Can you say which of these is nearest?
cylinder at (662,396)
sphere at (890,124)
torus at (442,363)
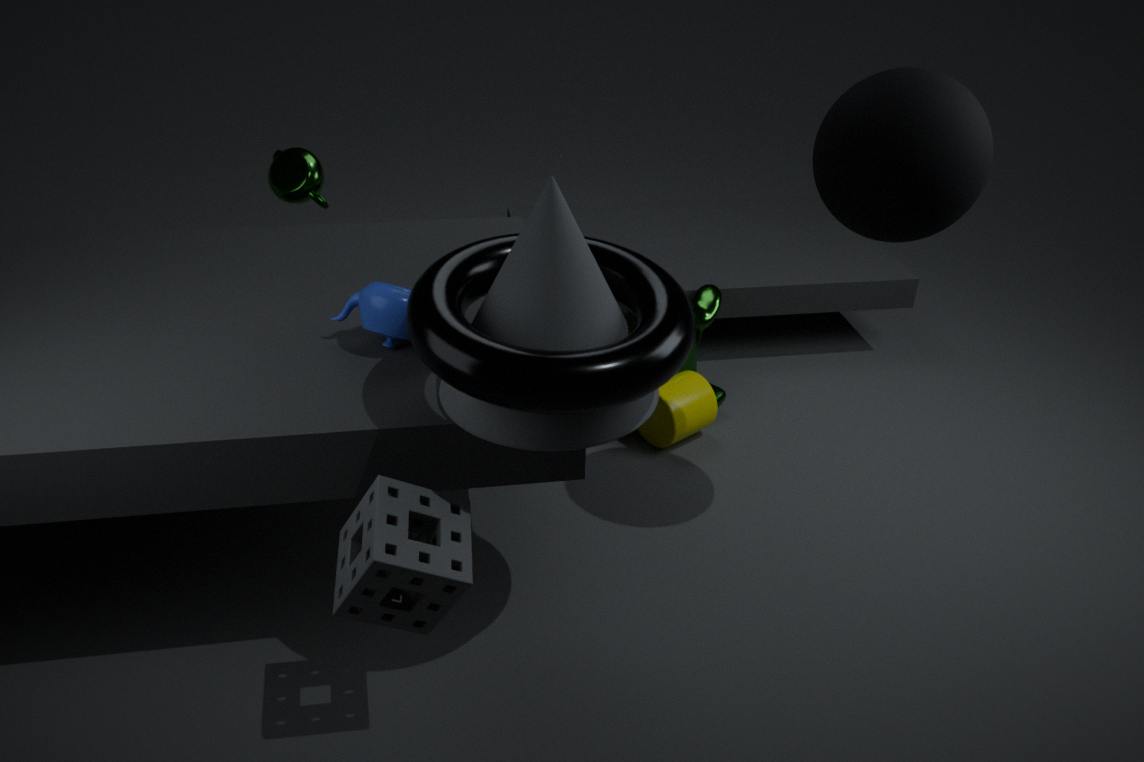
torus at (442,363)
